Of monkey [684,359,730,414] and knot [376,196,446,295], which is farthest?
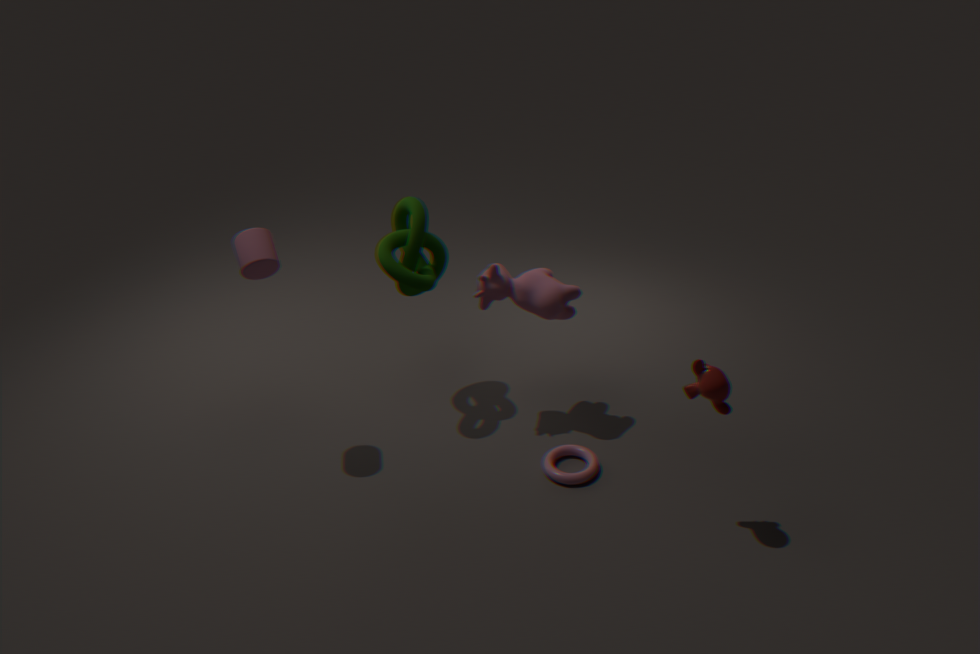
knot [376,196,446,295]
